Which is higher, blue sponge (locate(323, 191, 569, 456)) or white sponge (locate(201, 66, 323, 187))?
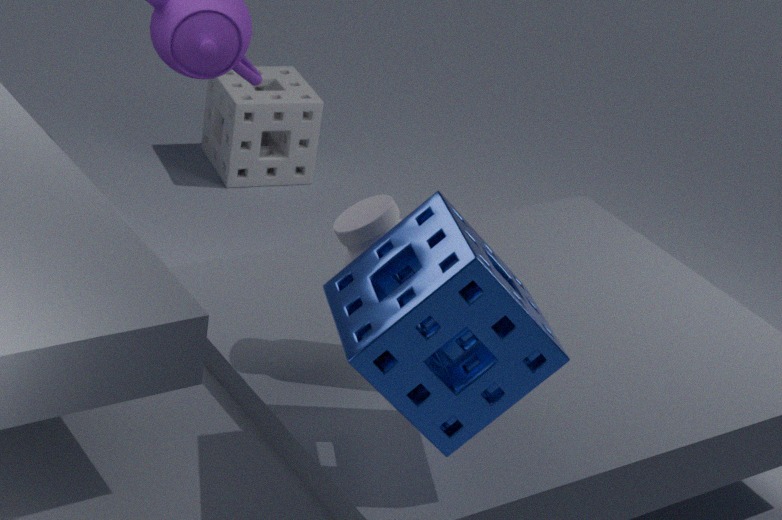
blue sponge (locate(323, 191, 569, 456))
